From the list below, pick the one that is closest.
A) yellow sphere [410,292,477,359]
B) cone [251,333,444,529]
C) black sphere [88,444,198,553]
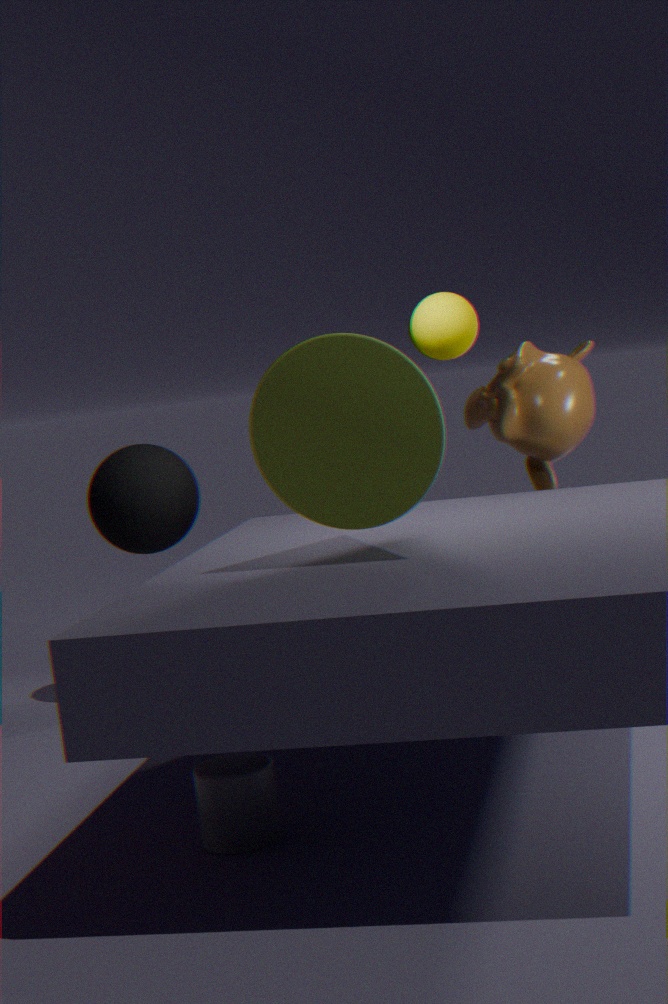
cone [251,333,444,529]
